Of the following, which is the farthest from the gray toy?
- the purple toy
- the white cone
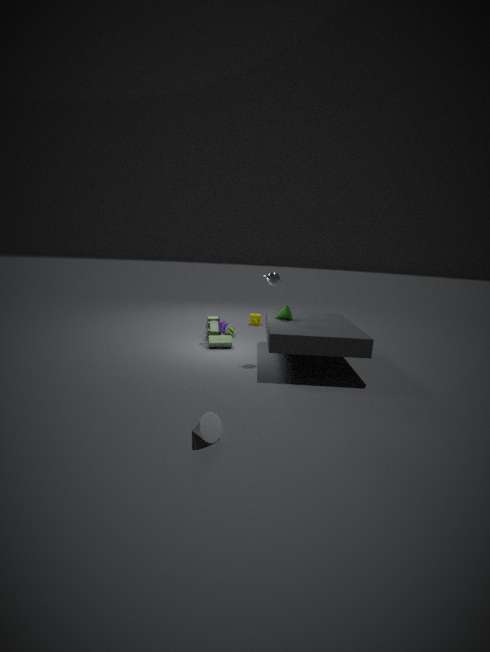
the white cone
